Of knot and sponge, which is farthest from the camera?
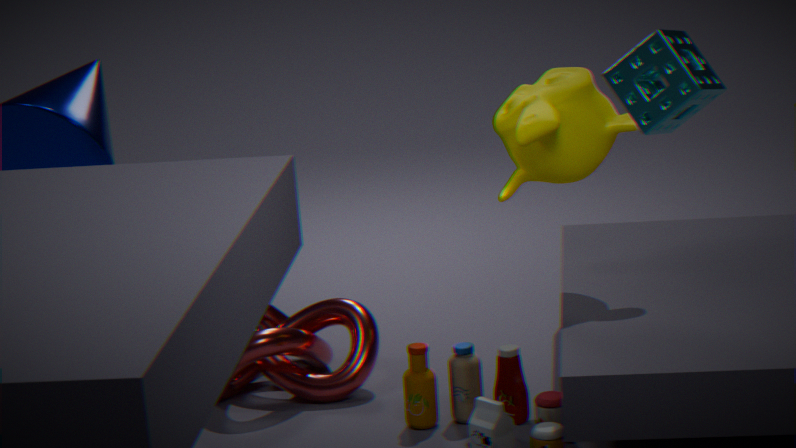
knot
